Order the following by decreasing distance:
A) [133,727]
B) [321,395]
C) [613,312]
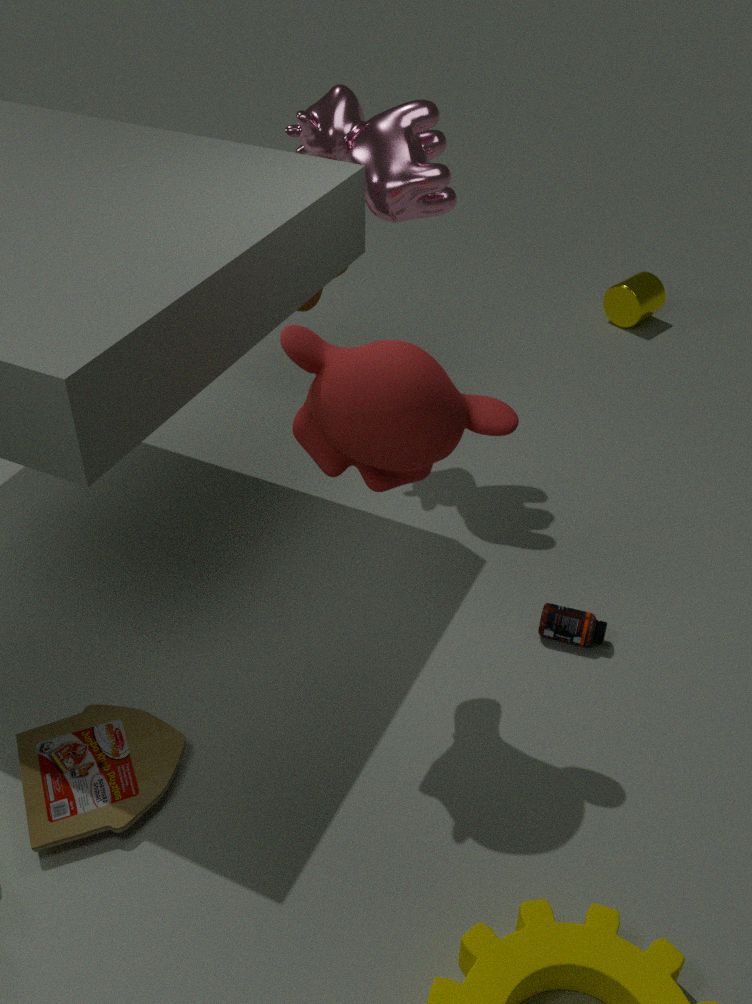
[613,312], [133,727], [321,395]
